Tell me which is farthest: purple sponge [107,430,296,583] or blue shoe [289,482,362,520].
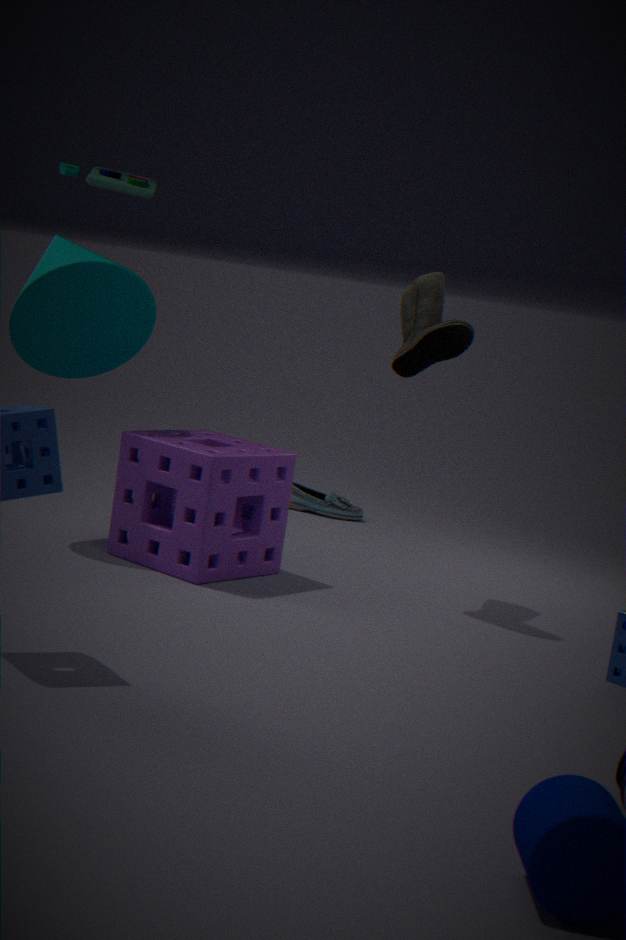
blue shoe [289,482,362,520]
